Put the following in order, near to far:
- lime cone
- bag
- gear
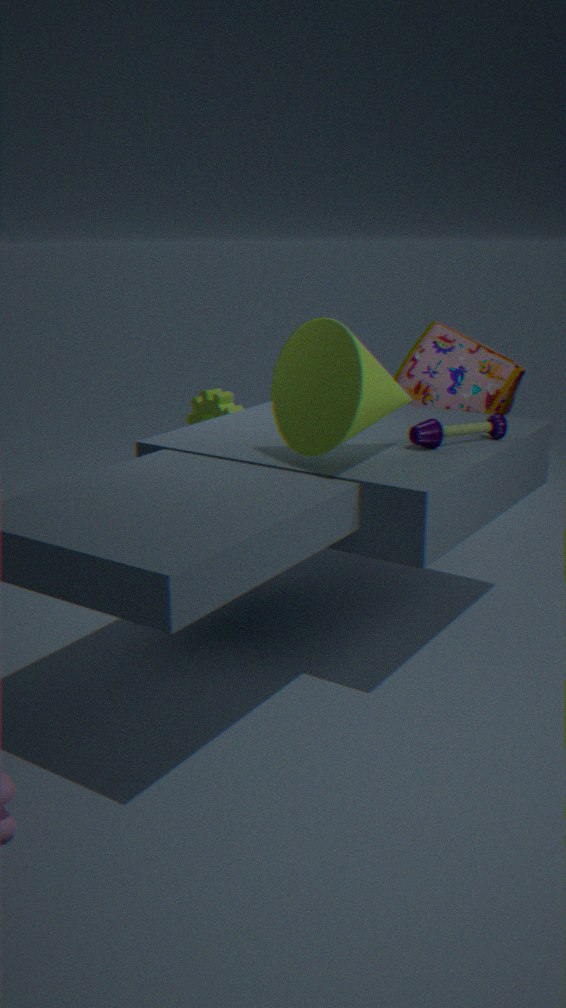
lime cone, bag, gear
